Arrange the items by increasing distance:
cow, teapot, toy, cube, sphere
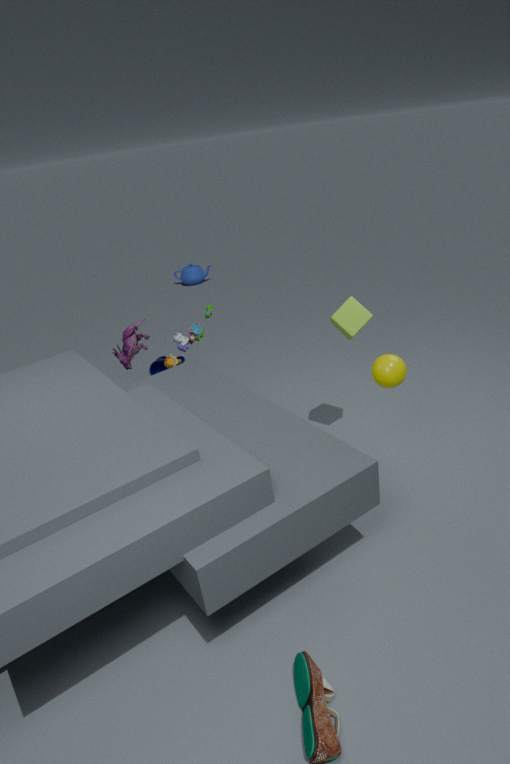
sphere
cube
toy
cow
teapot
